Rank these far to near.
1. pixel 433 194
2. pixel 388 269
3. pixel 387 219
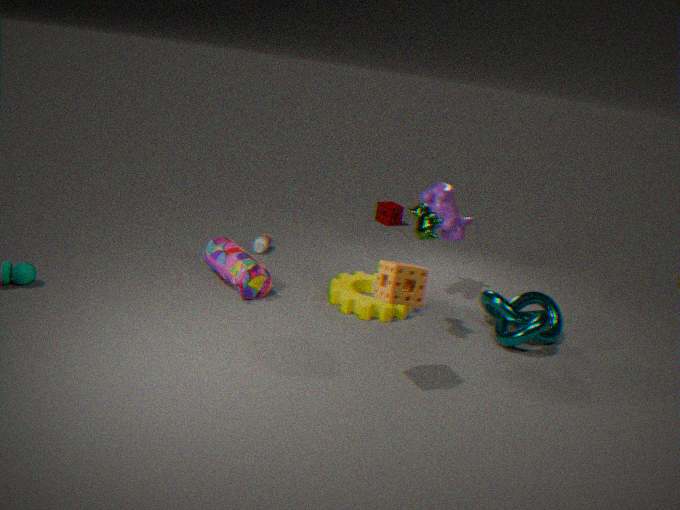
pixel 387 219, pixel 433 194, pixel 388 269
